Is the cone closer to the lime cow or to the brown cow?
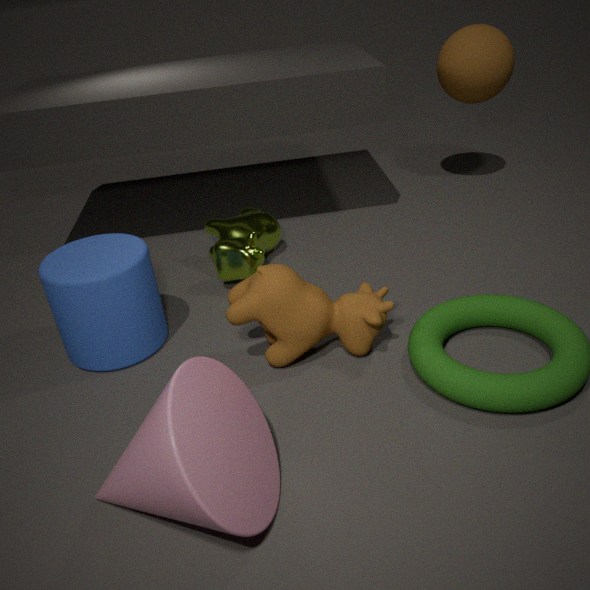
the brown cow
